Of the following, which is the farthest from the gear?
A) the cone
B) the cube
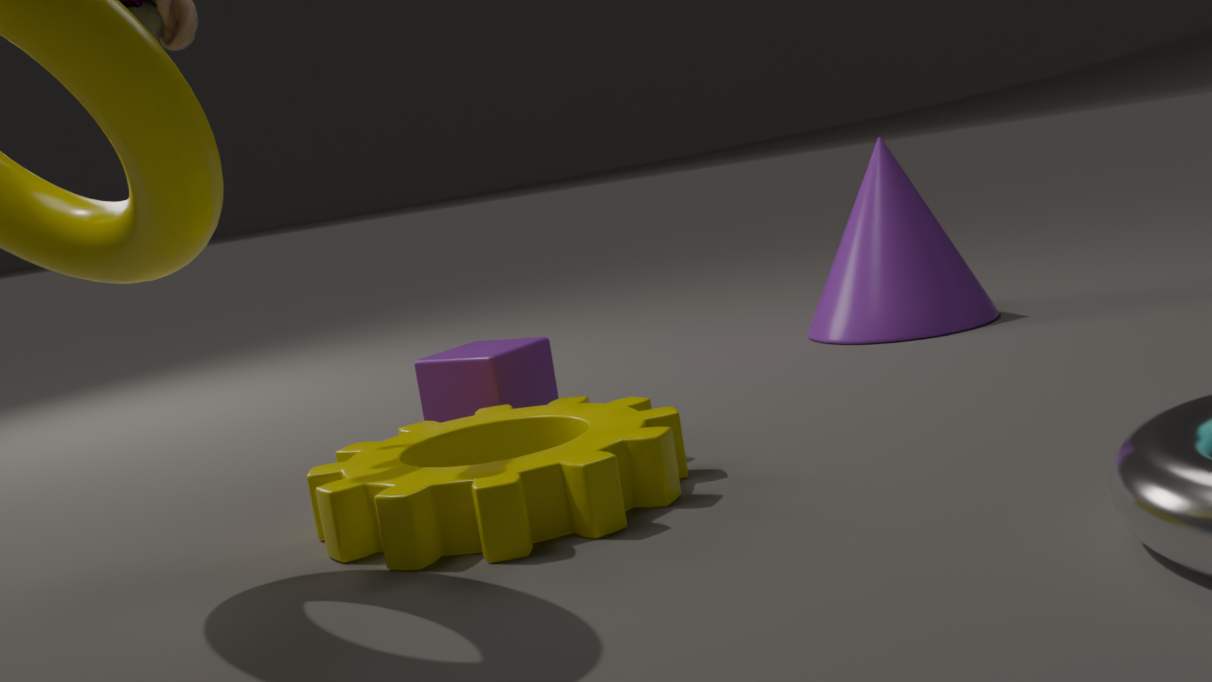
the cone
